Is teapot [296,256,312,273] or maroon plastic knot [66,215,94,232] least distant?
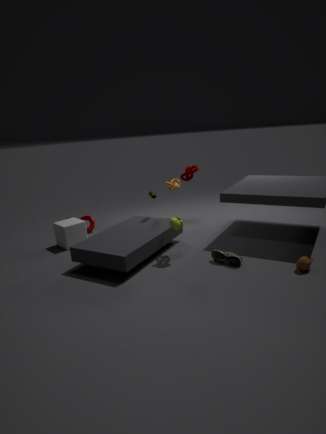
teapot [296,256,312,273]
